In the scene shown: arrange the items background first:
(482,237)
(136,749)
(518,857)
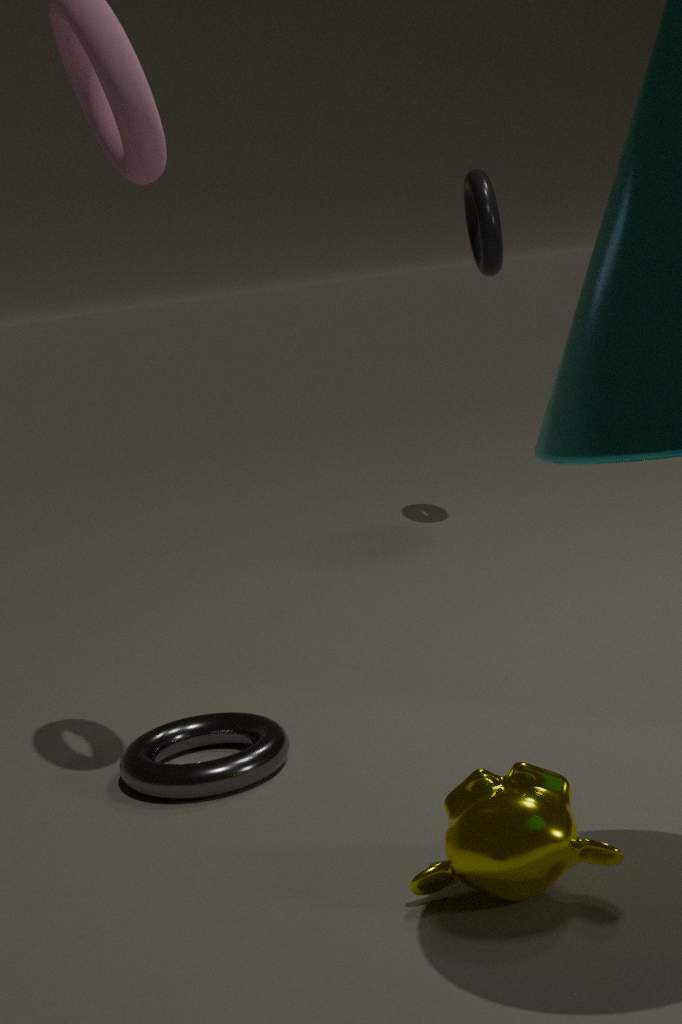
(482,237) < (136,749) < (518,857)
